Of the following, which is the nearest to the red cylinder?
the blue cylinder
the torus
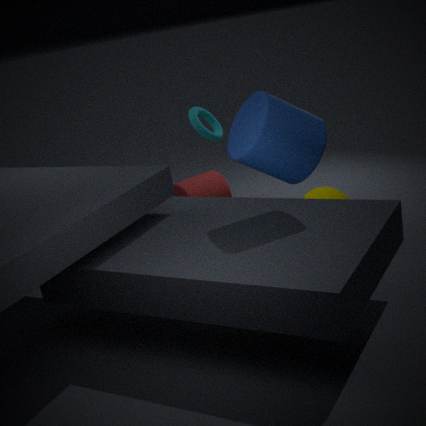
the torus
